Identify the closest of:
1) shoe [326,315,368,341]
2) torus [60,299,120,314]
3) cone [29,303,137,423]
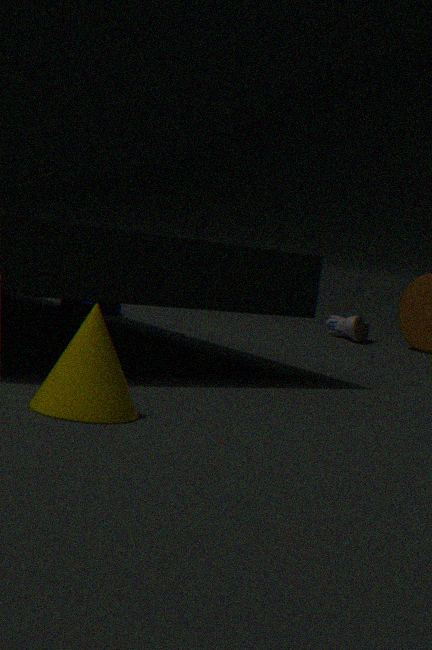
3. cone [29,303,137,423]
